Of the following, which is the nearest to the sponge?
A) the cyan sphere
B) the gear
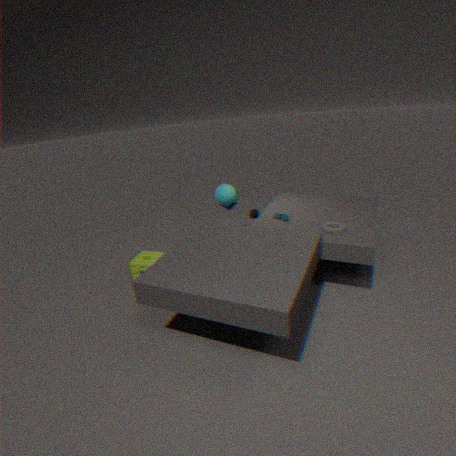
the cyan sphere
